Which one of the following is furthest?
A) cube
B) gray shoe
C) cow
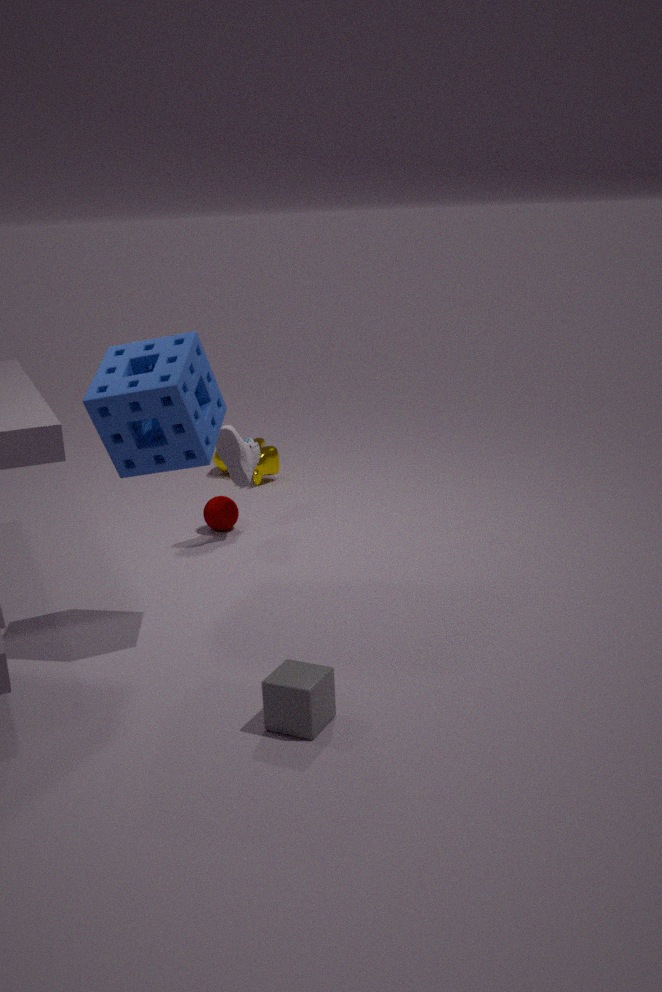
cow
